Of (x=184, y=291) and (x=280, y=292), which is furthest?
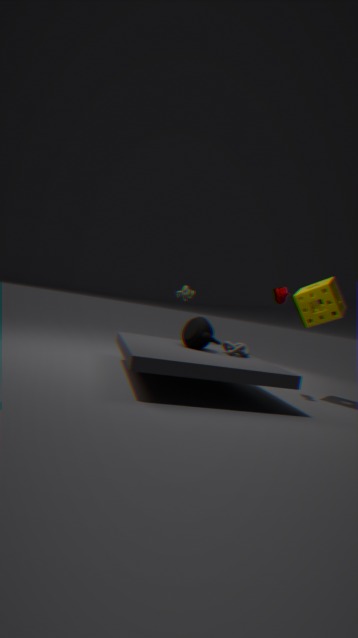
(x=184, y=291)
